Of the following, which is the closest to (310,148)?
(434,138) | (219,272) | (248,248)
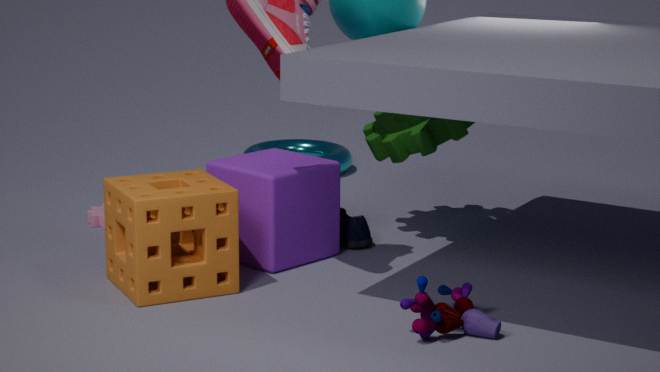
(434,138)
